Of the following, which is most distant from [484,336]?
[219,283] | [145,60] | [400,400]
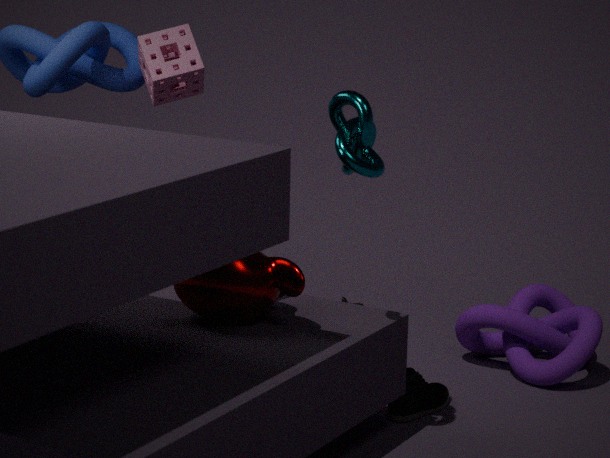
[145,60]
